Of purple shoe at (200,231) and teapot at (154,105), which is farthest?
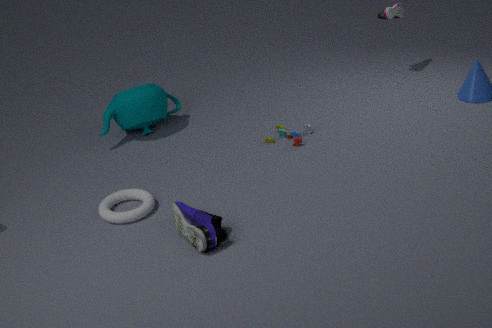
teapot at (154,105)
